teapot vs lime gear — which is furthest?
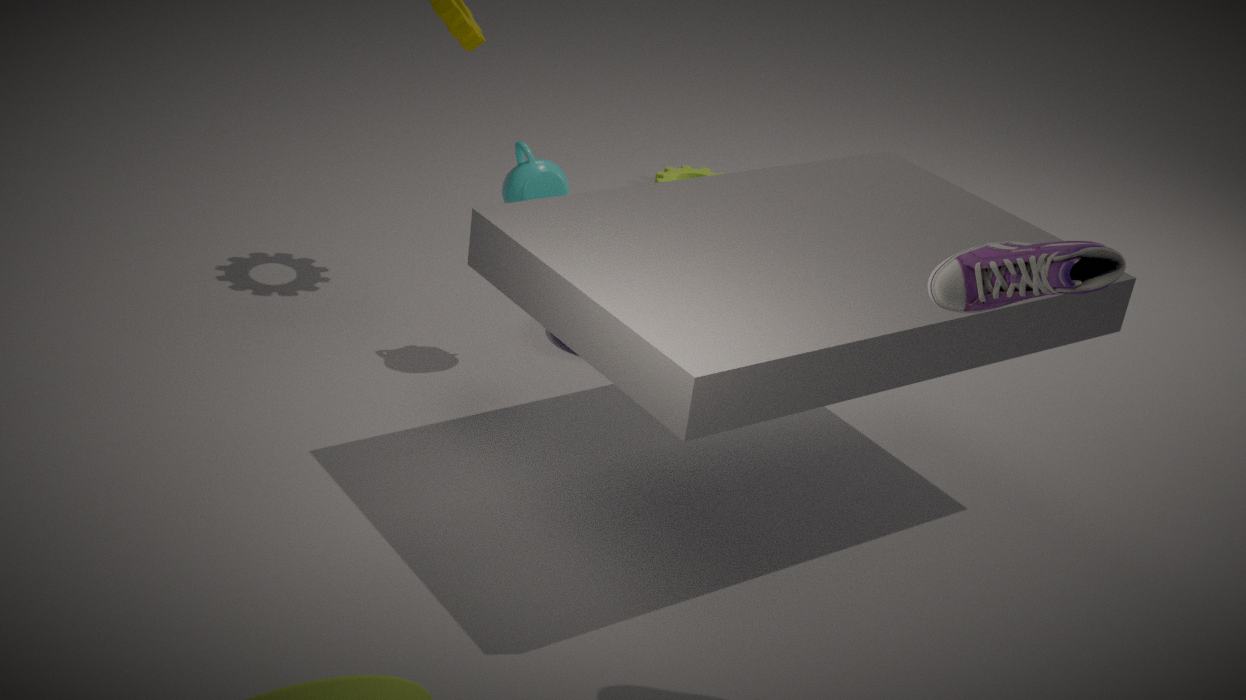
lime gear
